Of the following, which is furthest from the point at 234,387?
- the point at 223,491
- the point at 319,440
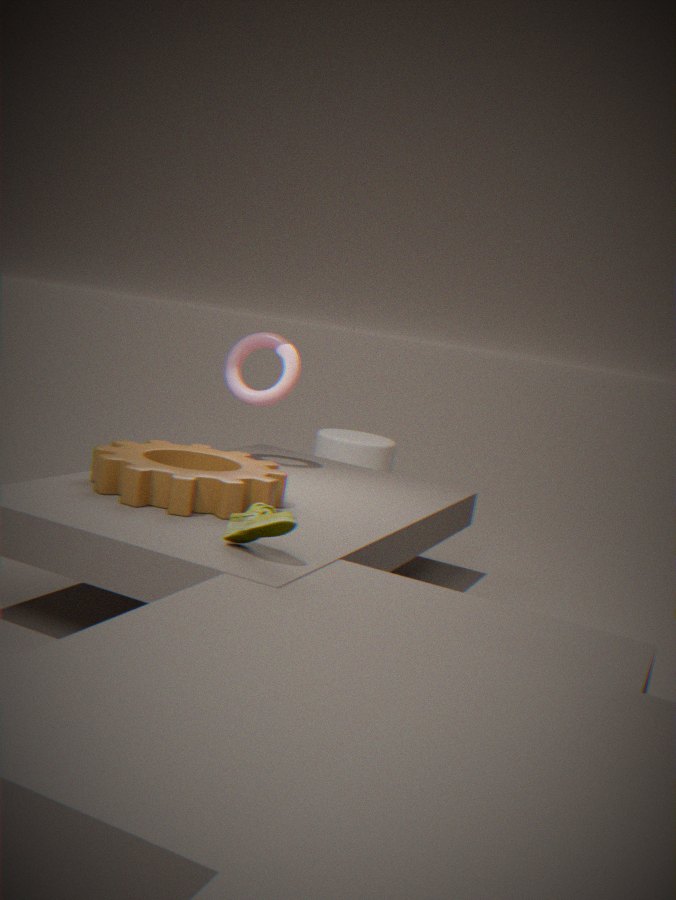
the point at 319,440
